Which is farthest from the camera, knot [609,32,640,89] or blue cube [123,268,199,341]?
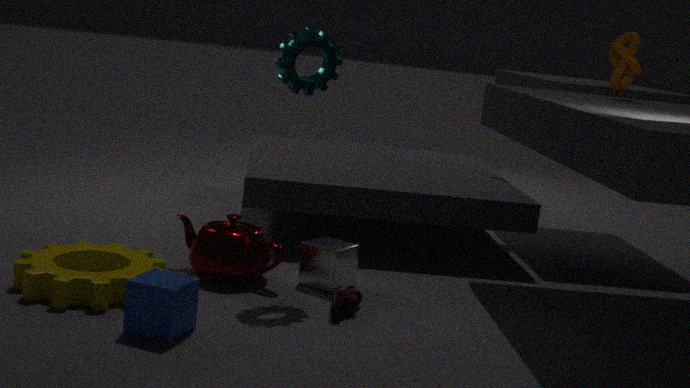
knot [609,32,640,89]
